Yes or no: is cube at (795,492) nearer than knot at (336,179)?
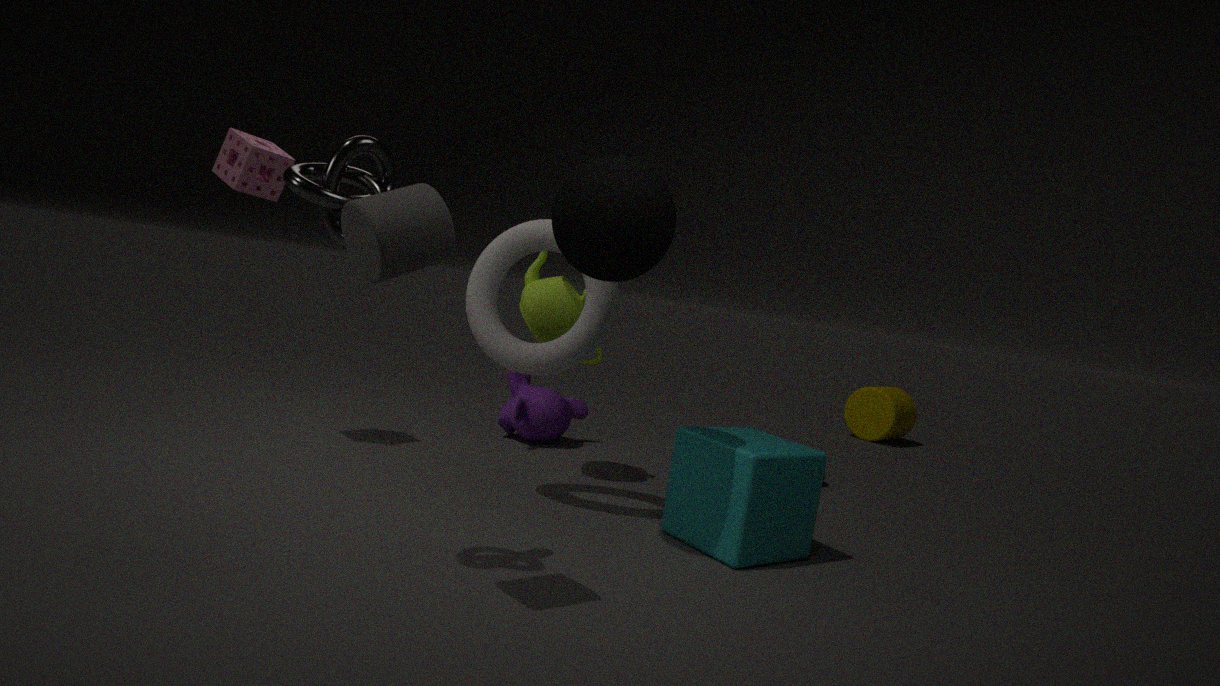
No
